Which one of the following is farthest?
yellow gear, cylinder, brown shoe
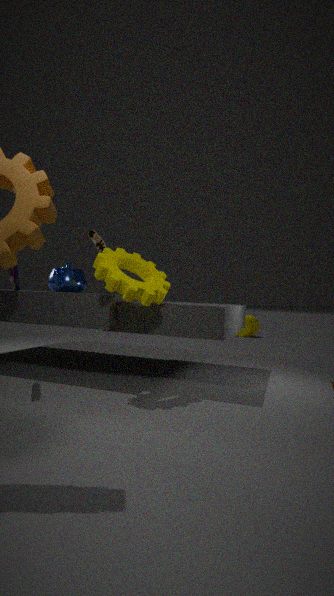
cylinder
